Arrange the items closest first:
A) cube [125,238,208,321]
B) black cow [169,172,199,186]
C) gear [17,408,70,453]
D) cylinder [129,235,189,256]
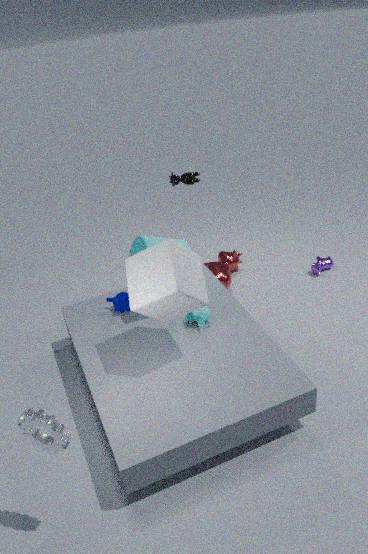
1. gear [17,408,70,453]
2. cube [125,238,208,321]
3. cylinder [129,235,189,256]
4. black cow [169,172,199,186]
